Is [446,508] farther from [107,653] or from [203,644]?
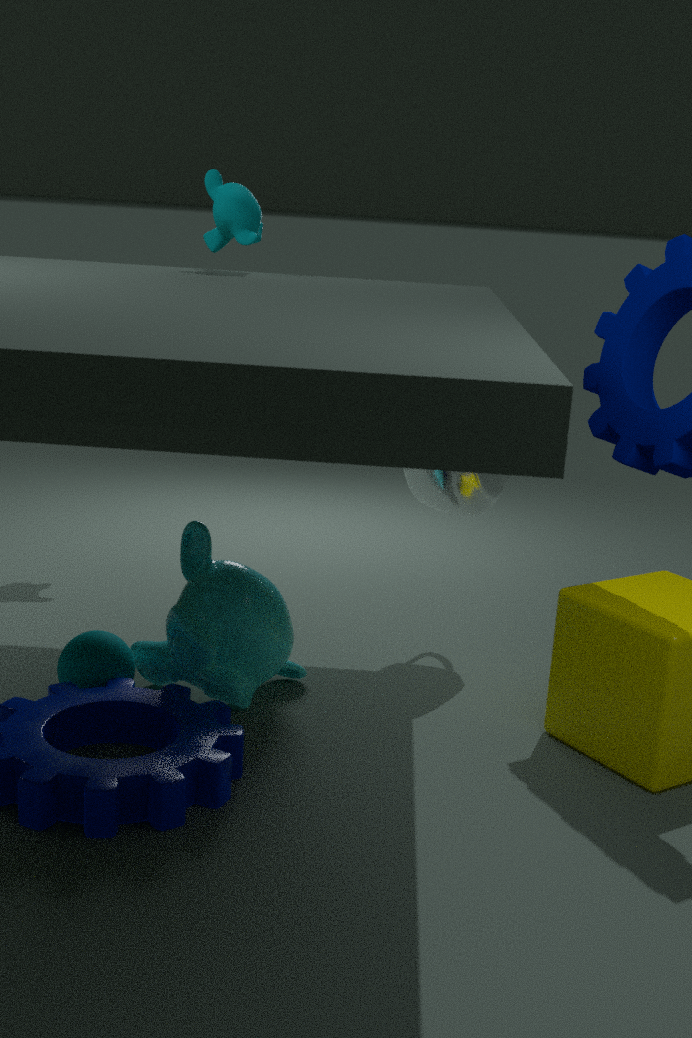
[107,653]
